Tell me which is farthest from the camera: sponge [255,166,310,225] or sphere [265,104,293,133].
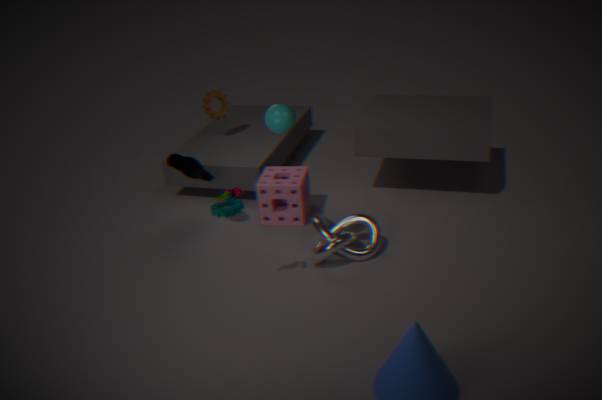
sponge [255,166,310,225]
